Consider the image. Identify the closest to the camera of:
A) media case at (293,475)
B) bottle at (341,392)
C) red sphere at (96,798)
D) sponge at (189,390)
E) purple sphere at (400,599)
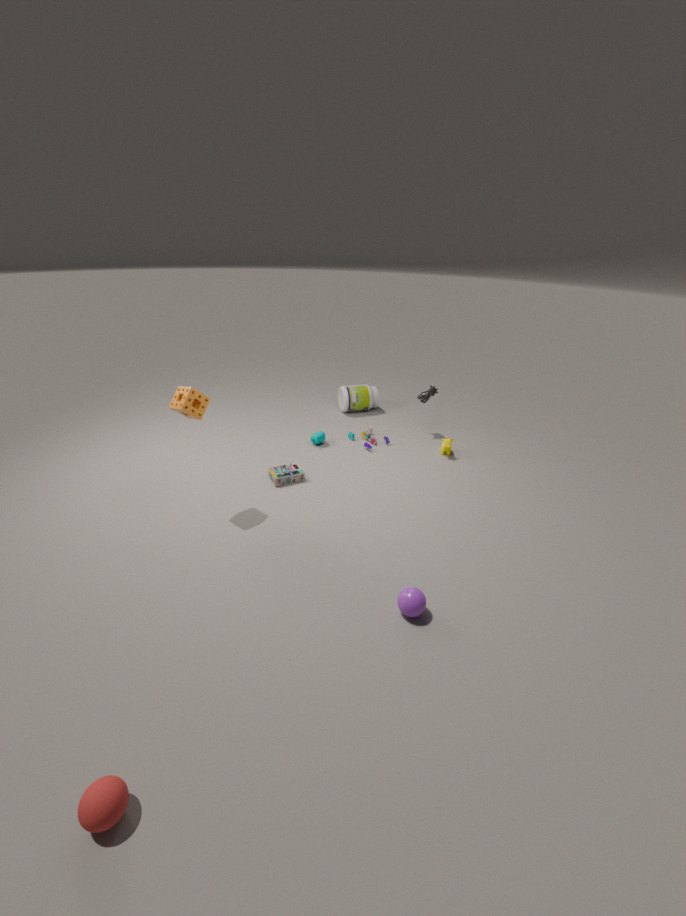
red sphere at (96,798)
